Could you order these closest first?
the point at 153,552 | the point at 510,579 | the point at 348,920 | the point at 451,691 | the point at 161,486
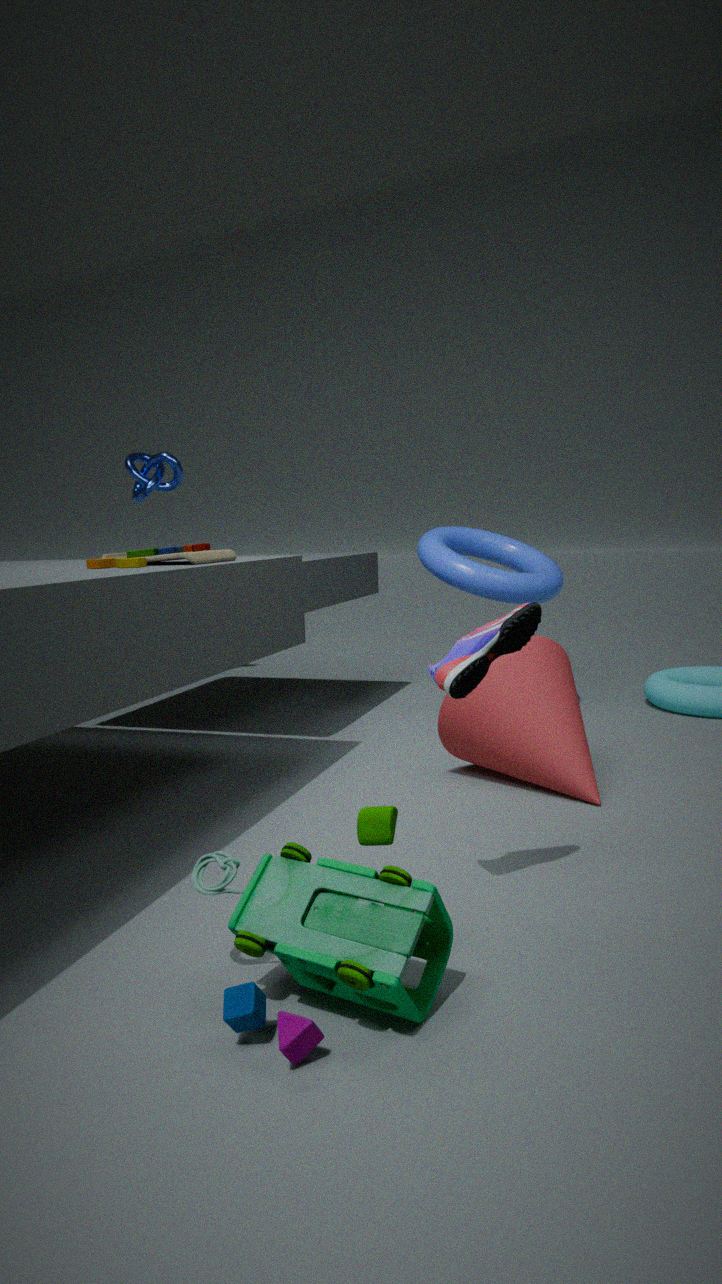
the point at 348,920, the point at 451,691, the point at 153,552, the point at 510,579, the point at 161,486
